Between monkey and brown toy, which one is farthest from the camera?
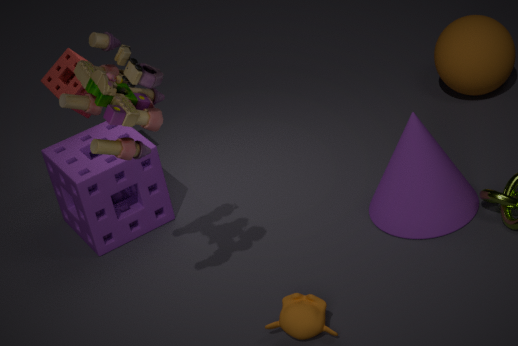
monkey
